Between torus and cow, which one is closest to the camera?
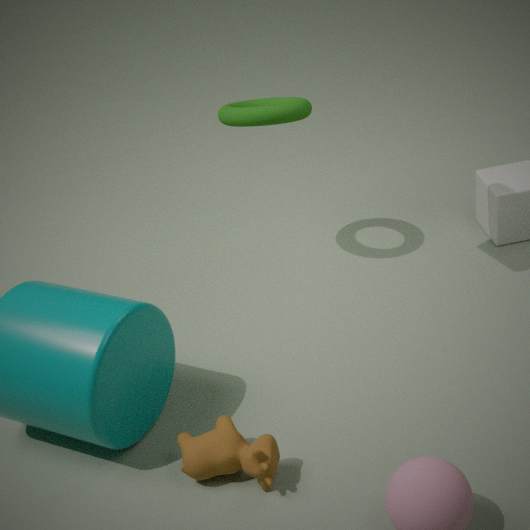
cow
